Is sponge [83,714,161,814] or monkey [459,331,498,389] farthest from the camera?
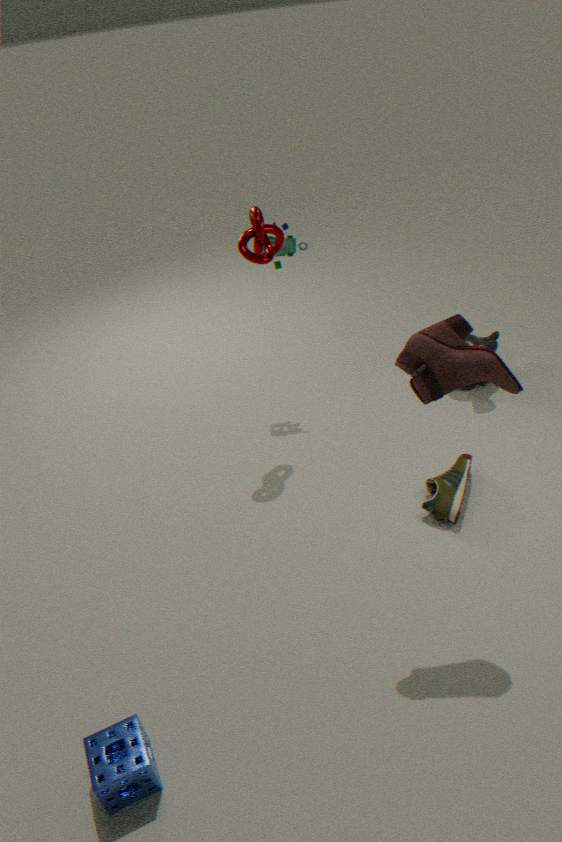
monkey [459,331,498,389]
